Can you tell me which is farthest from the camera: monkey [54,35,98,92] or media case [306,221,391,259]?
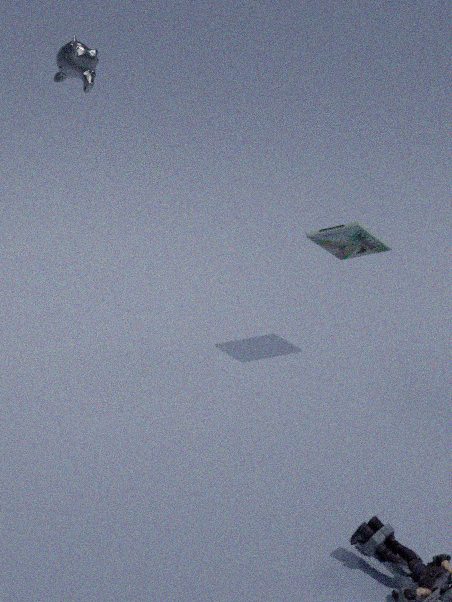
monkey [54,35,98,92]
